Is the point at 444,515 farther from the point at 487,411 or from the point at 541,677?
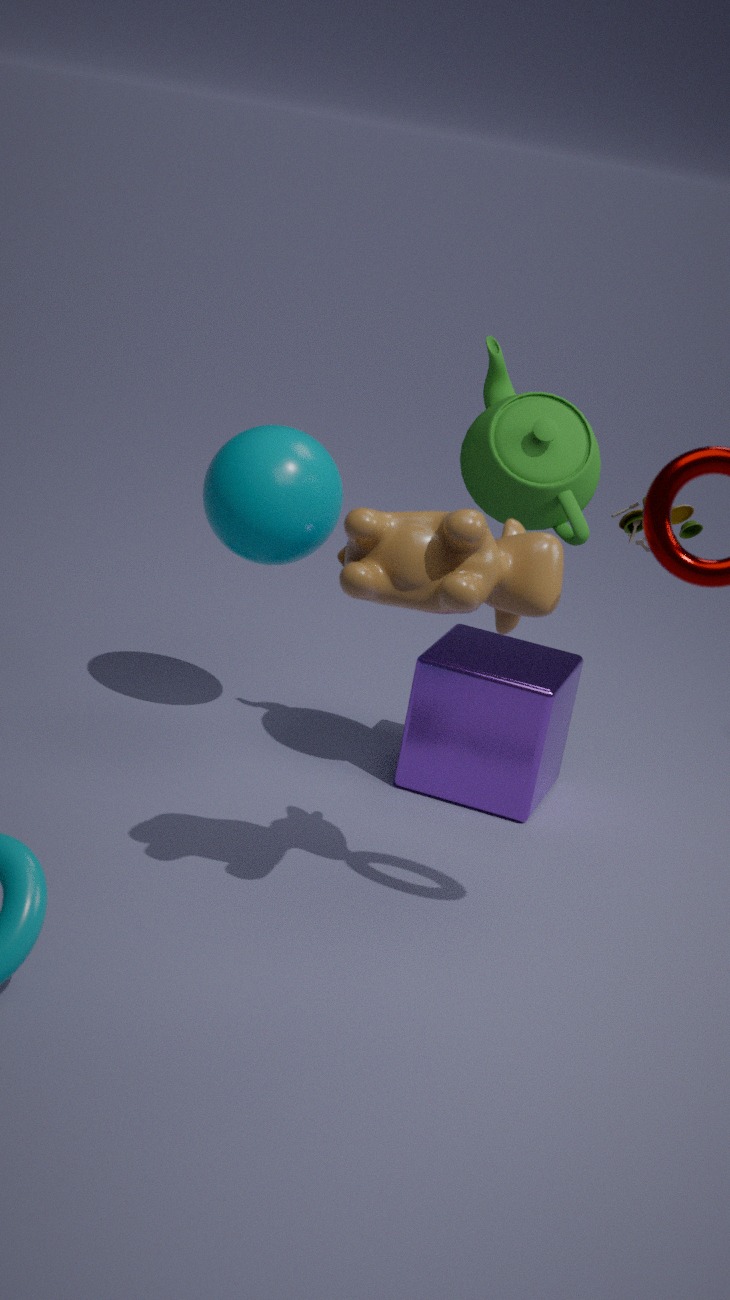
the point at 541,677
